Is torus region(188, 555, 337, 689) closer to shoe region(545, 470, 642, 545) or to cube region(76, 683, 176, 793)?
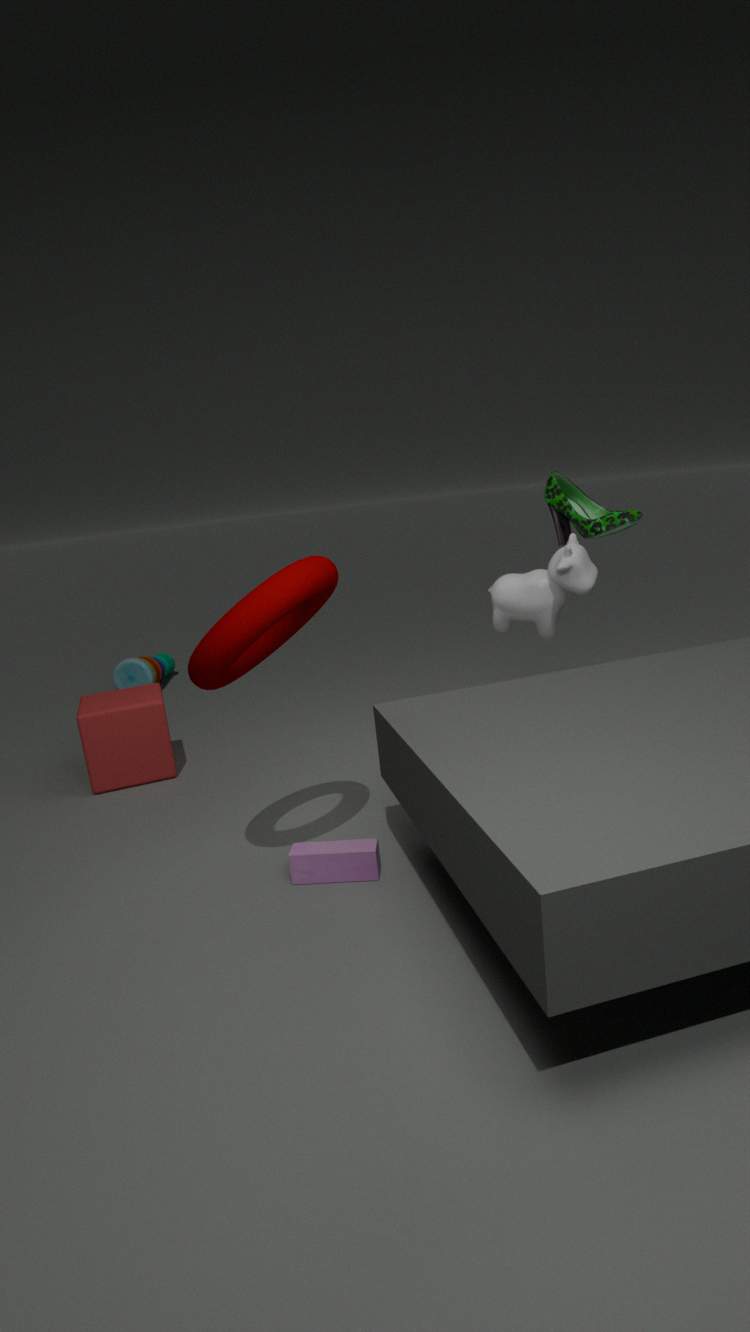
cube region(76, 683, 176, 793)
